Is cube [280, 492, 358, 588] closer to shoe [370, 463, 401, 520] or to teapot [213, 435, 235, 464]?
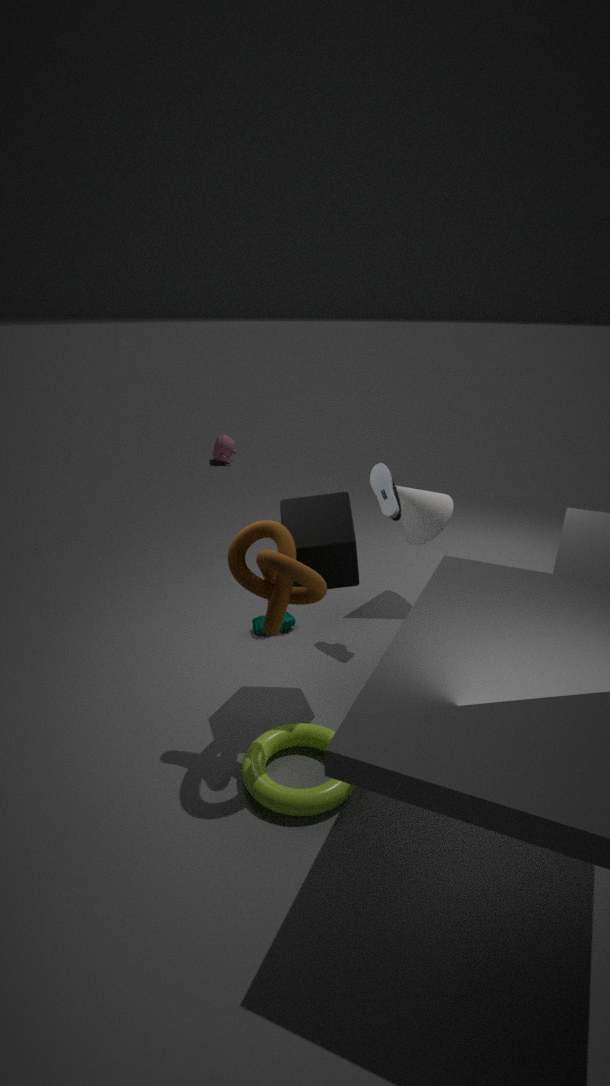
shoe [370, 463, 401, 520]
